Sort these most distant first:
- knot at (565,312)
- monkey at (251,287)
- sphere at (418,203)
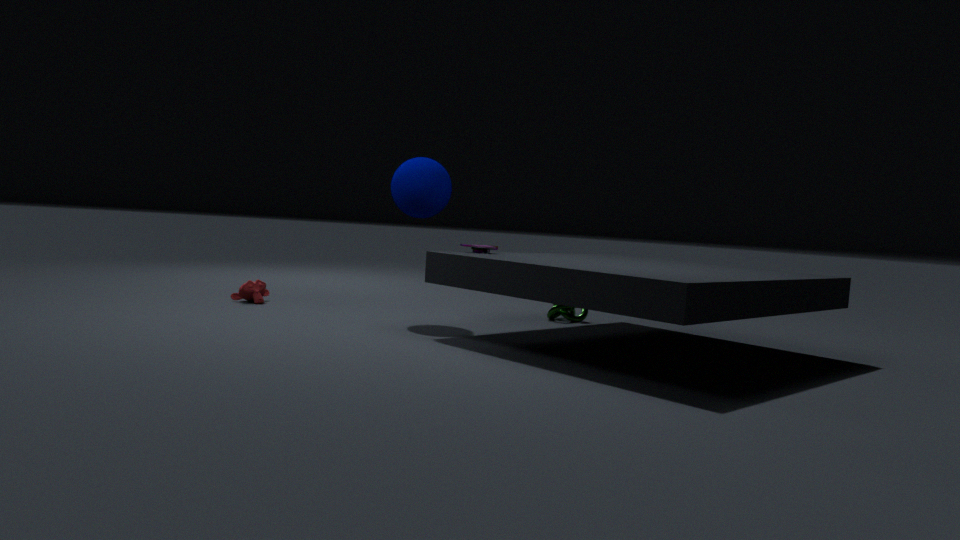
knot at (565,312)
monkey at (251,287)
sphere at (418,203)
